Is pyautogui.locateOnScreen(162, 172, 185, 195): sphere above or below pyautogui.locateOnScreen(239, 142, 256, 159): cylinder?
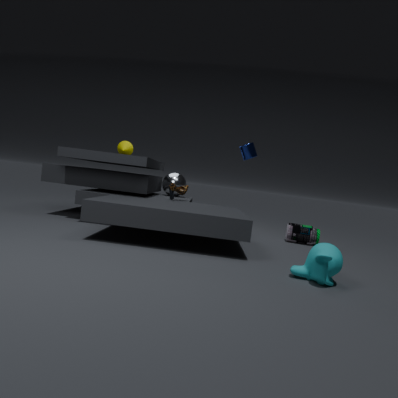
below
